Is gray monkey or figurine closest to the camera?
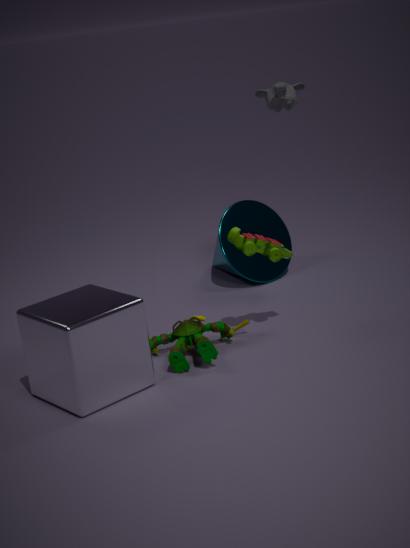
figurine
